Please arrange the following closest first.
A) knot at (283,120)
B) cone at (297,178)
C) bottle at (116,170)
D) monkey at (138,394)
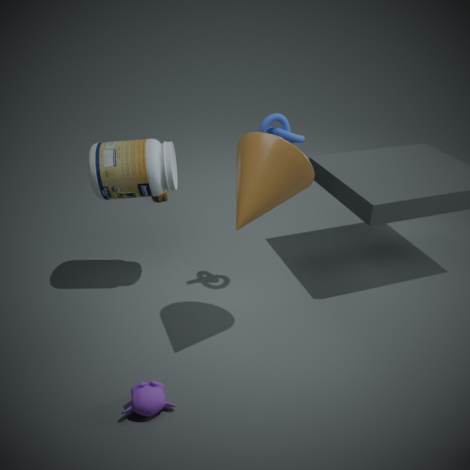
monkey at (138,394), cone at (297,178), knot at (283,120), bottle at (116,170)
